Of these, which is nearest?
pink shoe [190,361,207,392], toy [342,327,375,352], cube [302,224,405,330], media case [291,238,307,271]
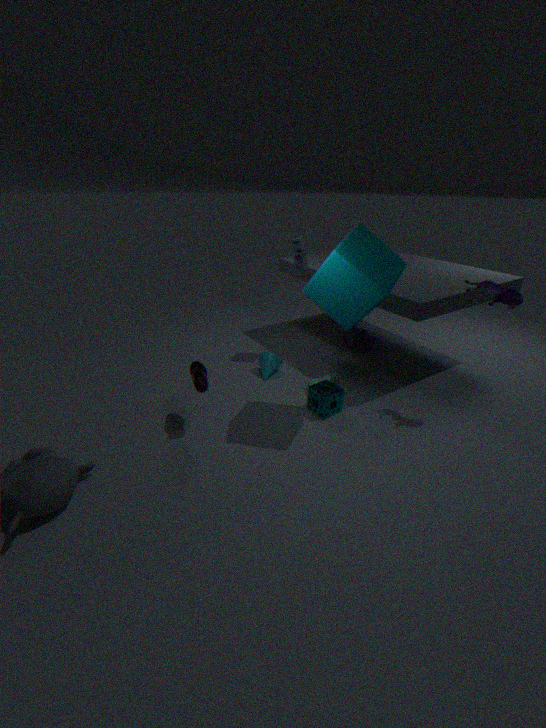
cube [302,224,405,330]
